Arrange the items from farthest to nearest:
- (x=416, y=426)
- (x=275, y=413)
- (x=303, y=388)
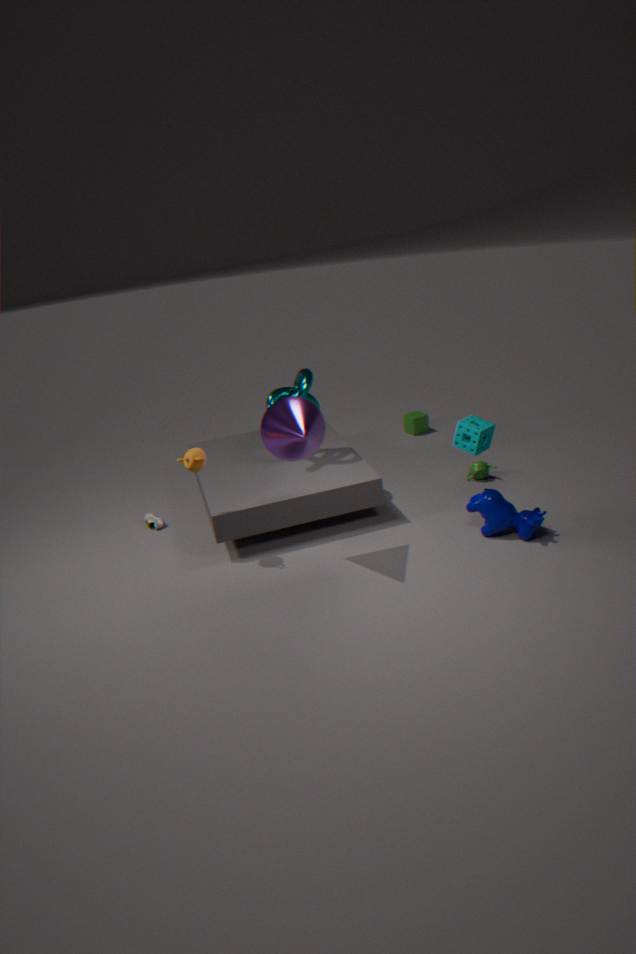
(x=416, y=426), (x=303, y=388), (x=275, y=413)
